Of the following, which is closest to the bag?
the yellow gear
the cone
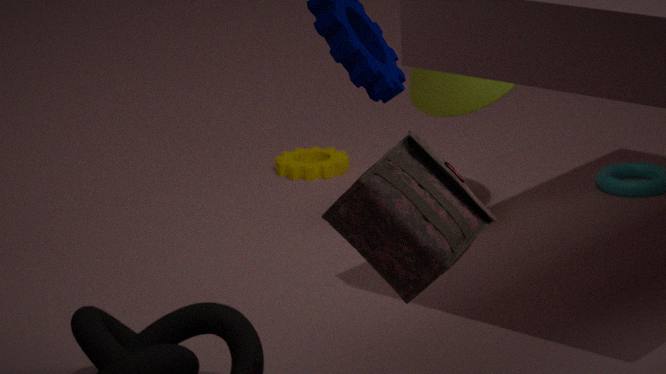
the cone
